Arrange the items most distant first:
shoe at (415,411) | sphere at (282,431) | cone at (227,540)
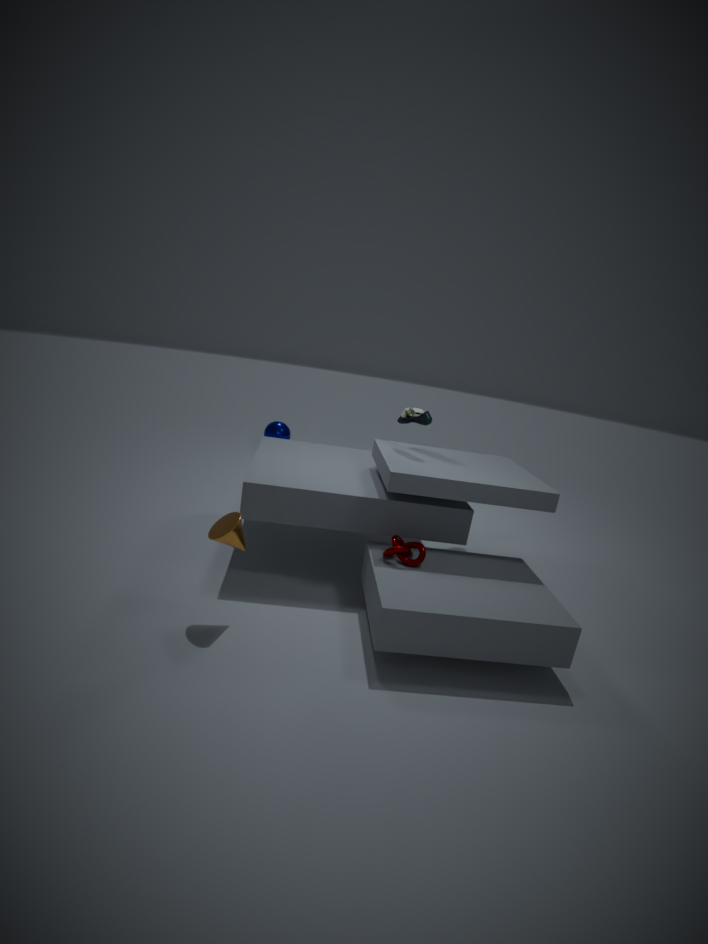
1. sphere at (282,431)
2. shoe at (415,411)
3. cone at (227,540)
